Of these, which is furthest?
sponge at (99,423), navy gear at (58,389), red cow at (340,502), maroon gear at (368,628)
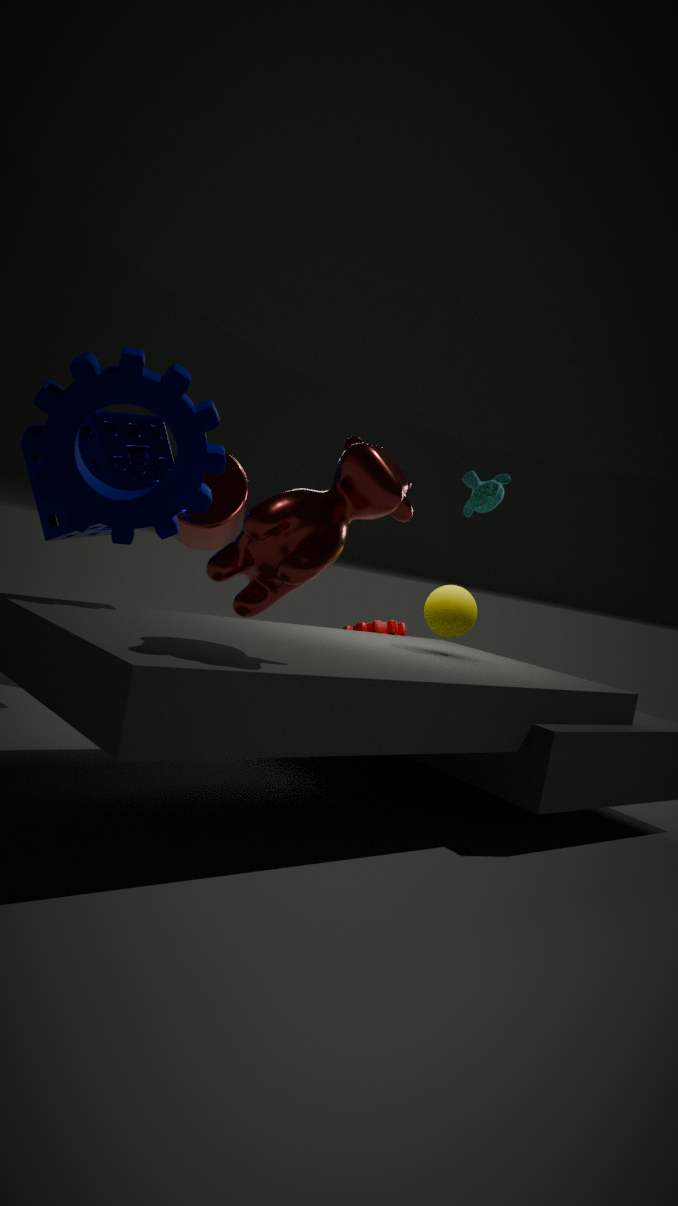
maroon gear at (368,628)
